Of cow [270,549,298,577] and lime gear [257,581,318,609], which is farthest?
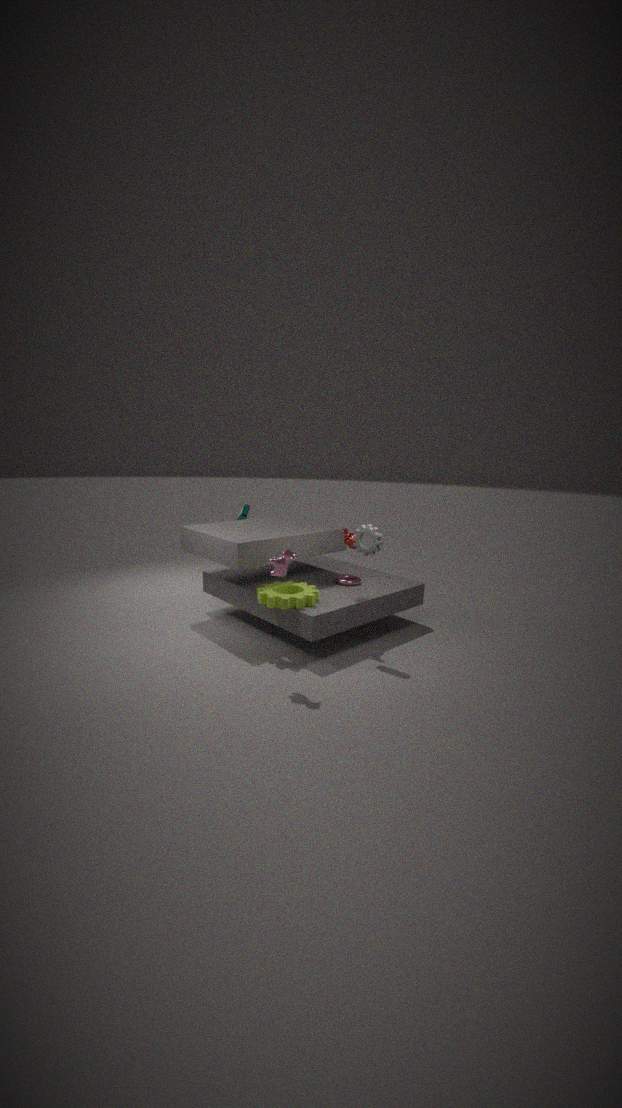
lime gear [257,581,318,609]
